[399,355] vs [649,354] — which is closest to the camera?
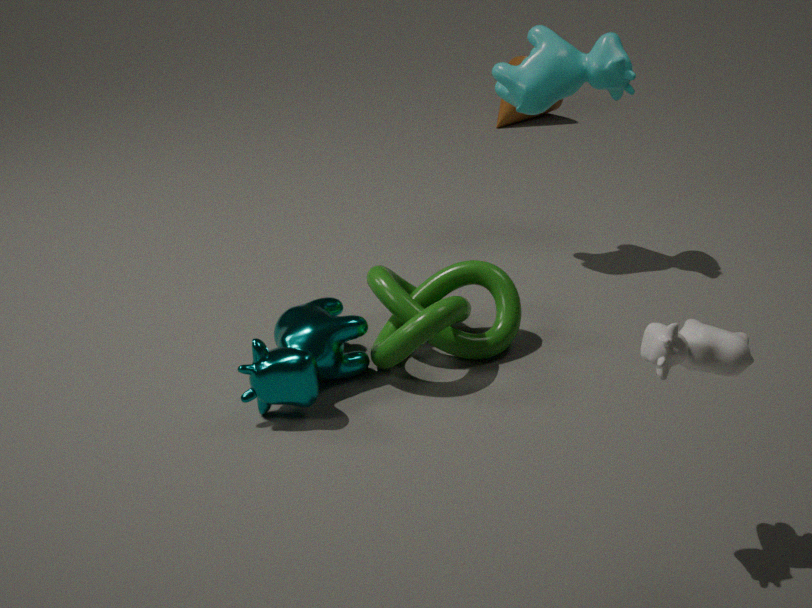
[649,354]
